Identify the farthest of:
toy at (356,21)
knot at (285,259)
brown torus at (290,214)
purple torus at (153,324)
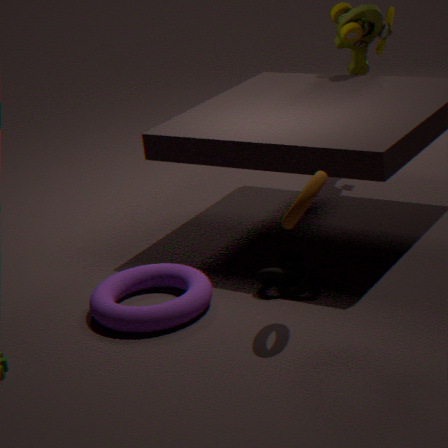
toy at (356,21)
